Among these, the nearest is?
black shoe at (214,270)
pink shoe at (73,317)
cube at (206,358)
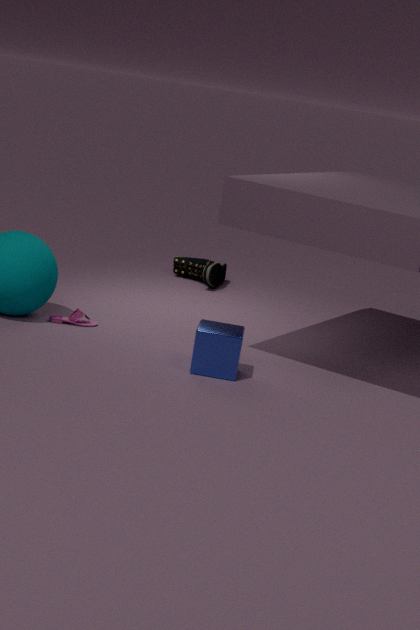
cube at (206,358)
